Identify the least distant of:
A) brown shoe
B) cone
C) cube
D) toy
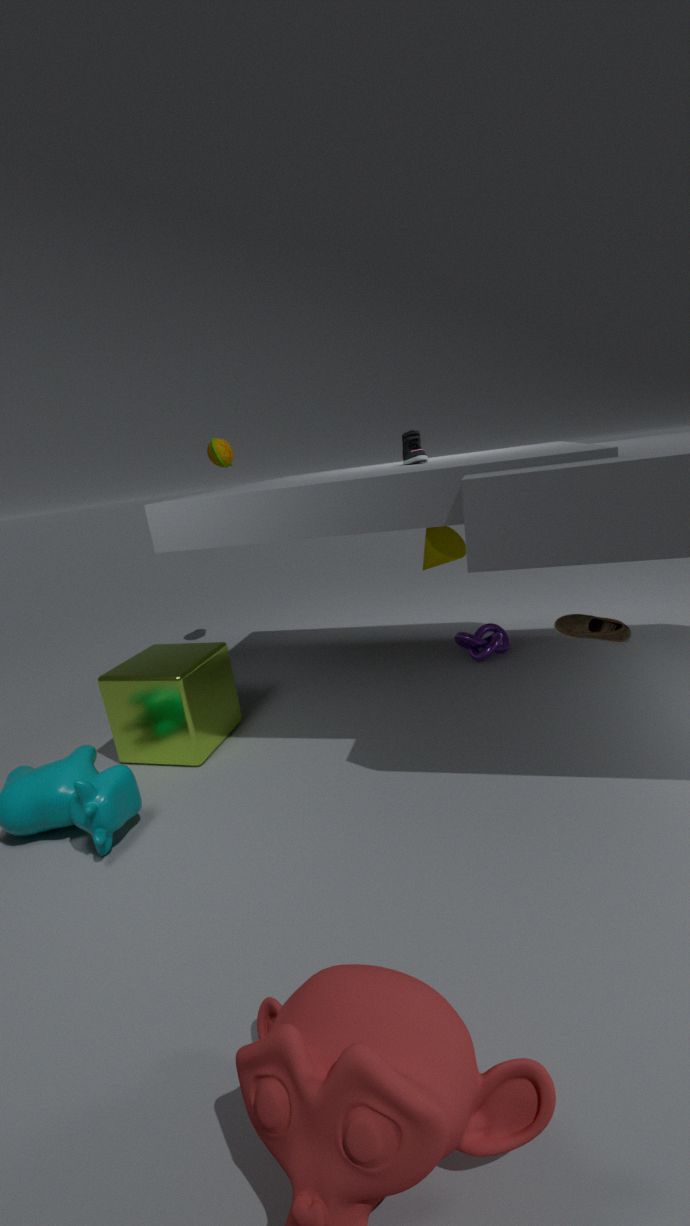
brown shoe
